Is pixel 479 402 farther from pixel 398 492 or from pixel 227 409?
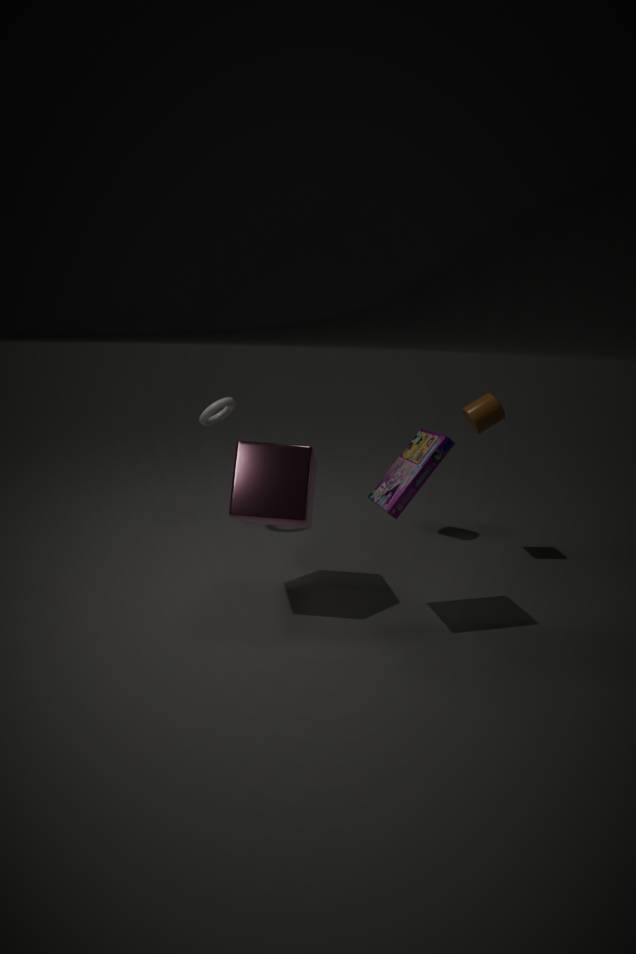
pixel 227 409
